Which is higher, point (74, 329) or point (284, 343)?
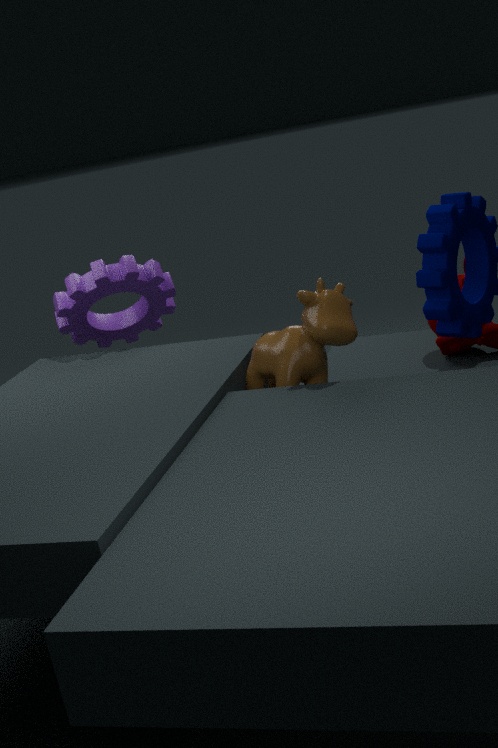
point (74, 329)
